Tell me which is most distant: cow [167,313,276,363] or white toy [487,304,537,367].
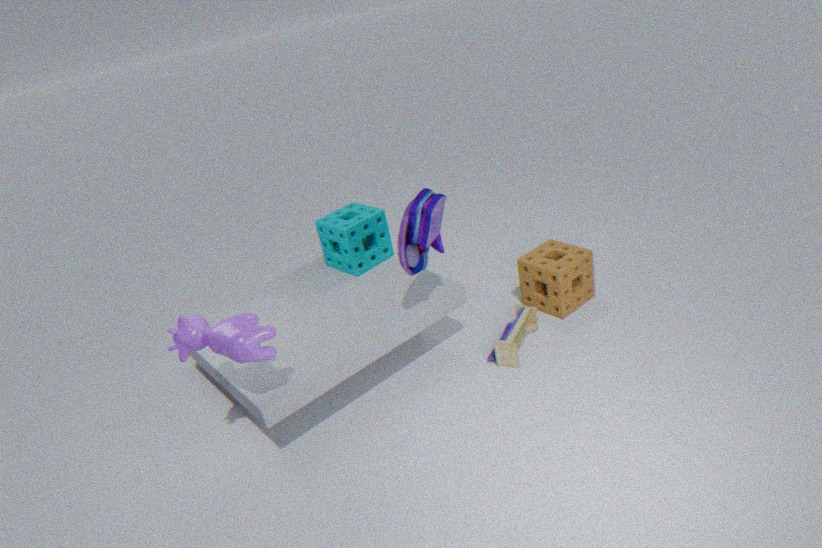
white toy [487,304,537,367]
